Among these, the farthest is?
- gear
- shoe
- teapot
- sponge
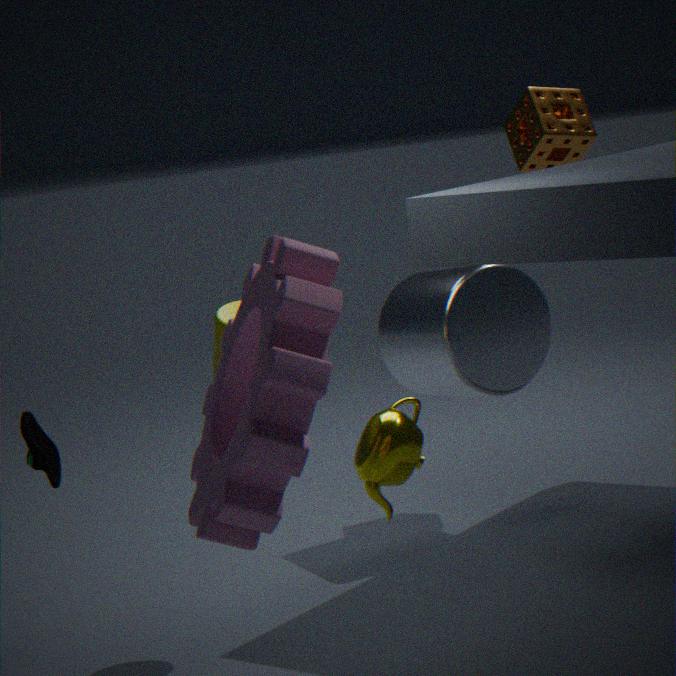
sponge
